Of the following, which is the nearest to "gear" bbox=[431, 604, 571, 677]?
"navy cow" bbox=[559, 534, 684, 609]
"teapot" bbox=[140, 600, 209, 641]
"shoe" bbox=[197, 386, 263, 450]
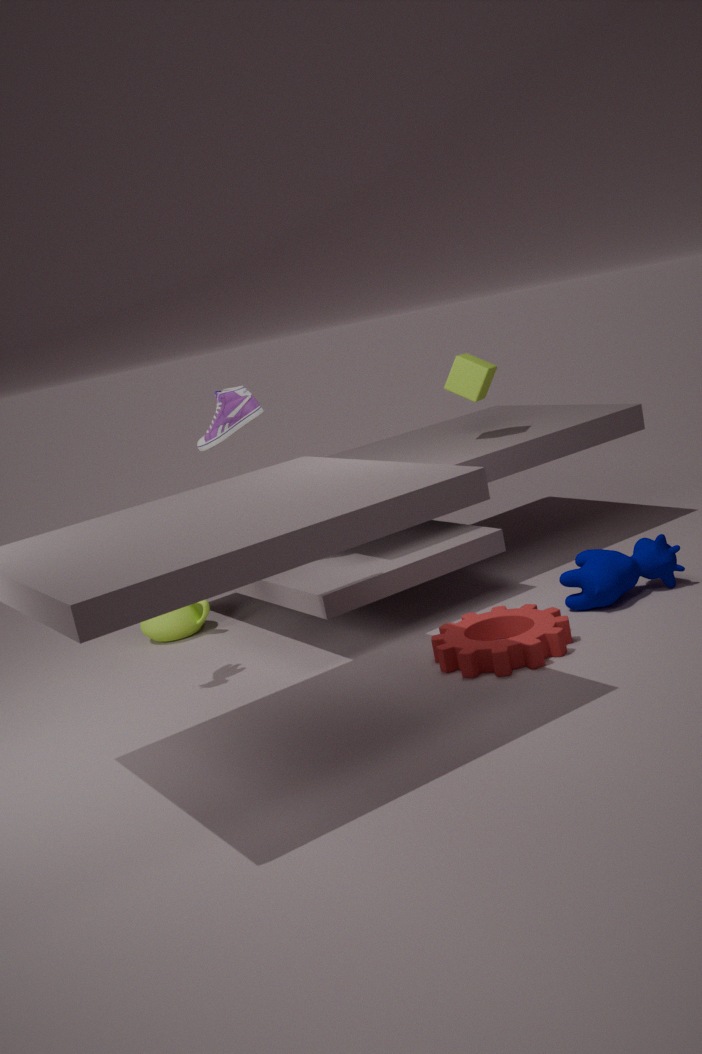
"navy cow" bbox=[559, 534, 684, 609]
